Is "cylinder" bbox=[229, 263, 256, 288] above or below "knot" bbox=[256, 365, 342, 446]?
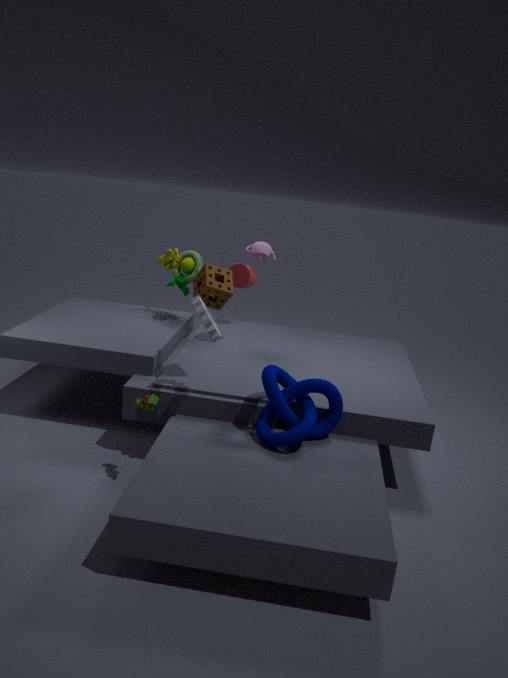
above
